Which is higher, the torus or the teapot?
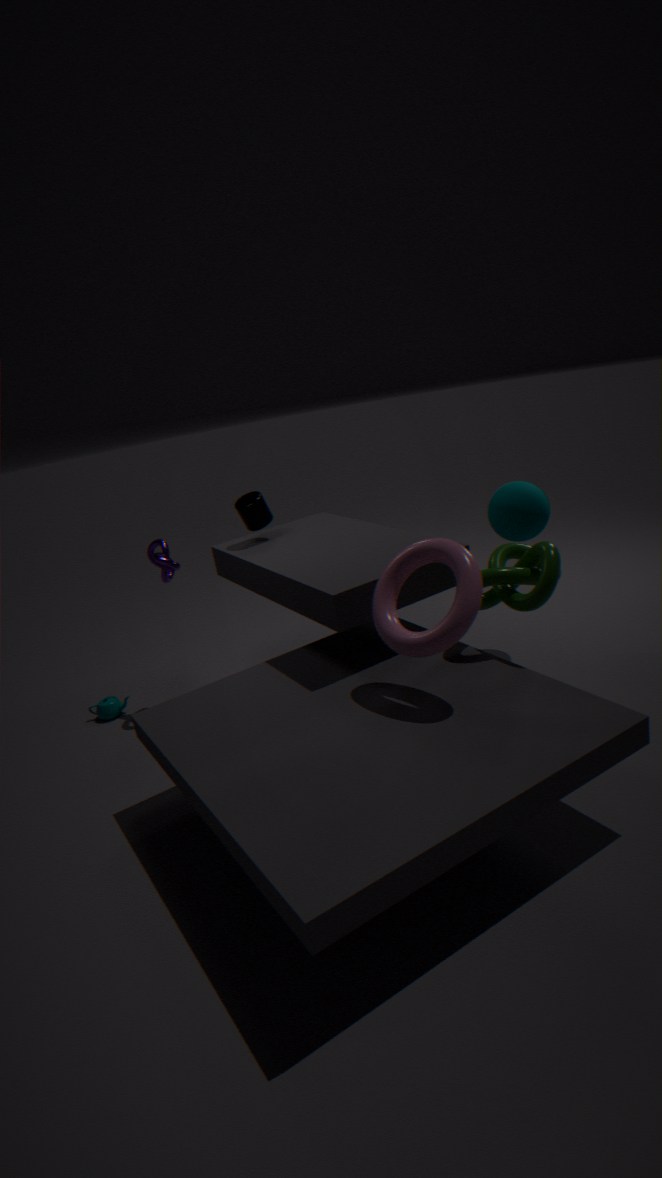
the torus
